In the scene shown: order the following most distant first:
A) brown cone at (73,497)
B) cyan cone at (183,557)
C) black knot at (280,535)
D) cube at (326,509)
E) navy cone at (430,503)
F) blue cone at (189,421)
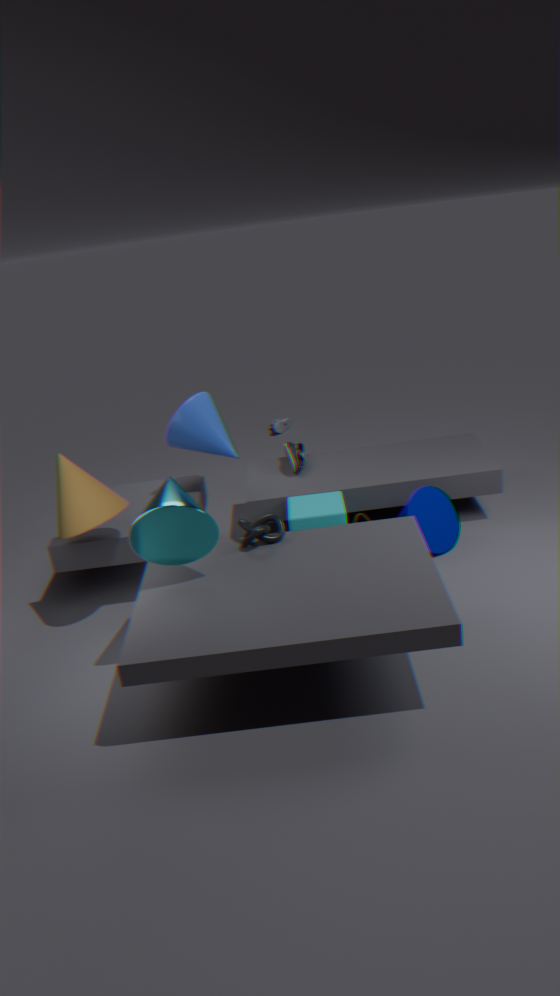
blue cone at (189,421)
navy cone at (430,503)
cube at (326,509)
brown cone at (73,497)
black knot at (280,535)
cyan cone at (183,557)
